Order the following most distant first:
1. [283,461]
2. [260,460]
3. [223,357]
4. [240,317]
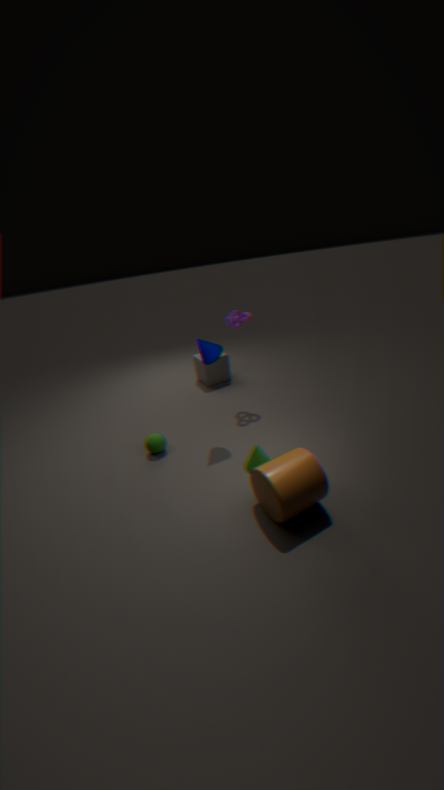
[223,357] → [240,317] → [260,460] → [283,461]
